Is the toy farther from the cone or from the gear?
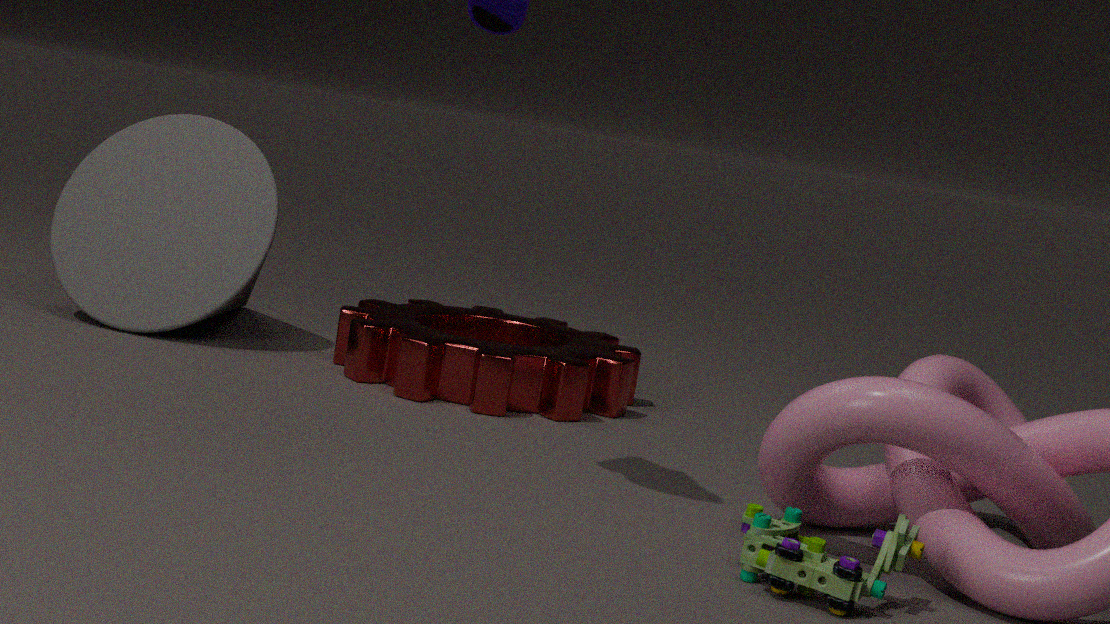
the cone
